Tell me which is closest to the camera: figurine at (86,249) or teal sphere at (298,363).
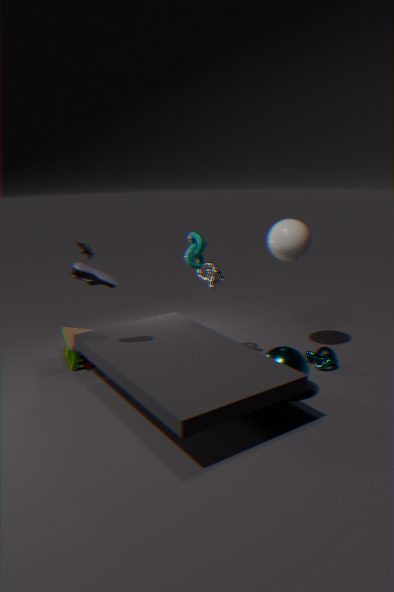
teal sphere at (298,363)
